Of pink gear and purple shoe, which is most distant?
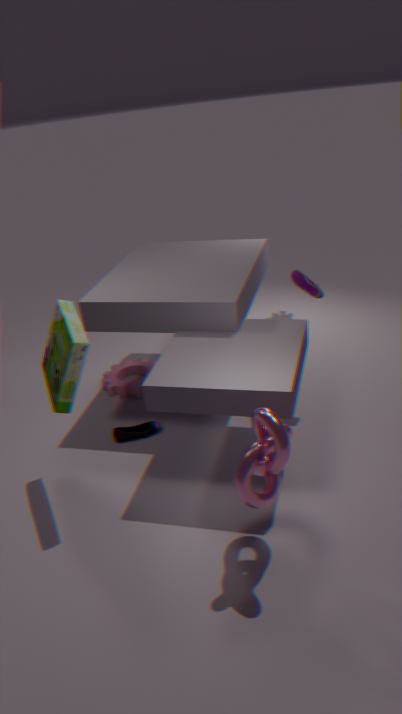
pink gear
